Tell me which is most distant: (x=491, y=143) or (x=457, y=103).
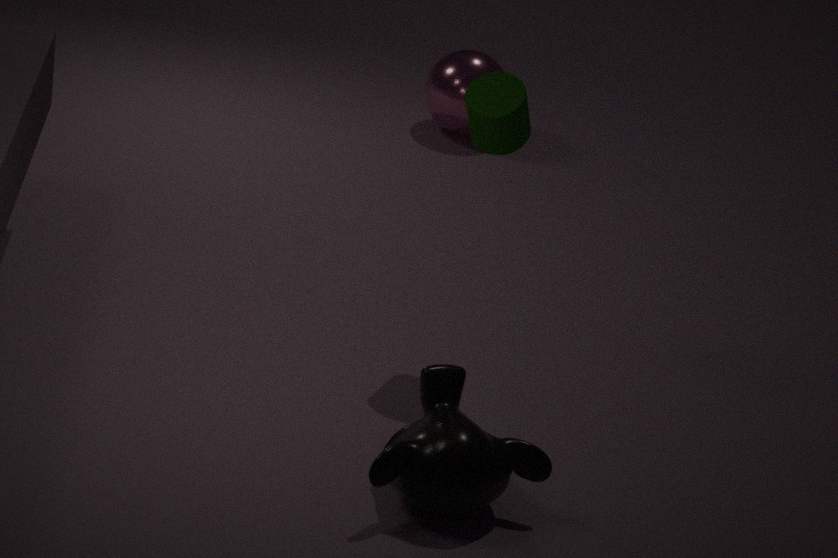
(x=457, y=103)
